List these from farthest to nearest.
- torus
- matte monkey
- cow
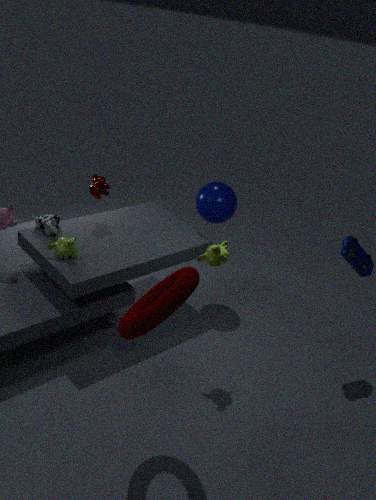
cow, matte monkey, torus
